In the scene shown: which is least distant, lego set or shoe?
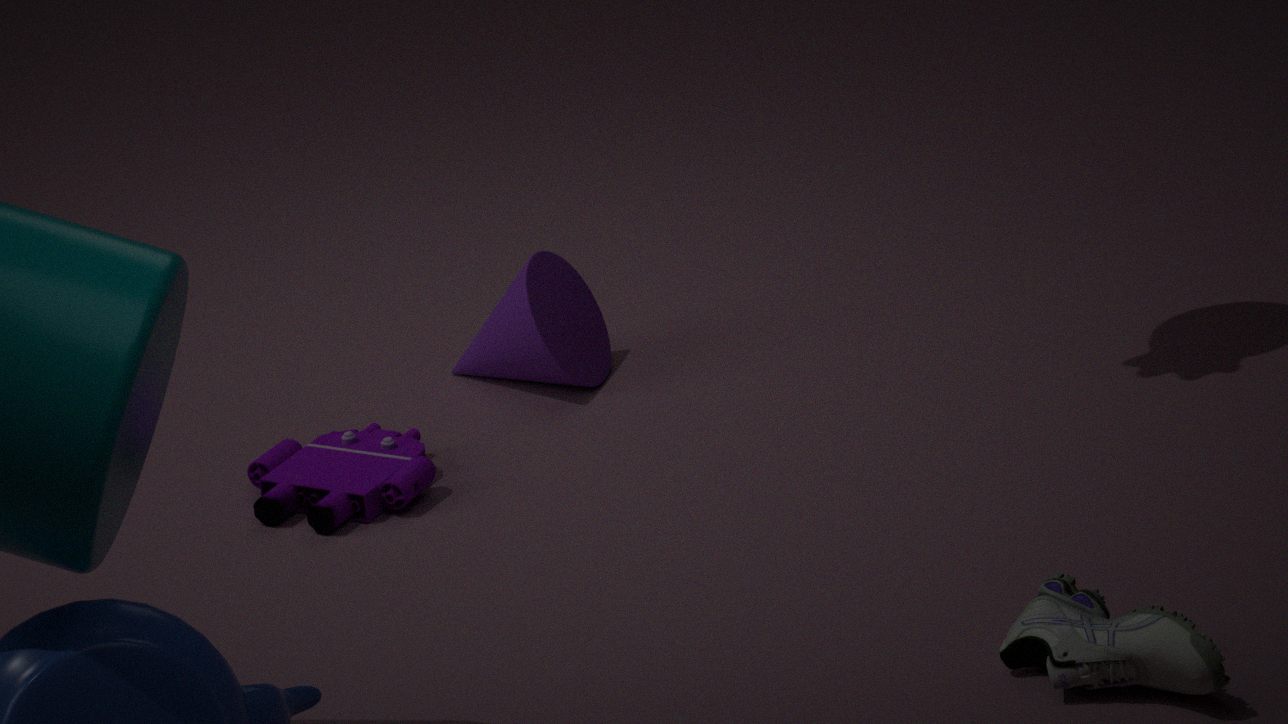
shoe
